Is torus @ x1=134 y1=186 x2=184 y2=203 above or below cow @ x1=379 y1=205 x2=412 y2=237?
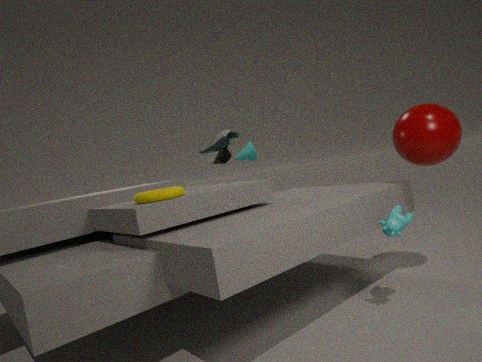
above
